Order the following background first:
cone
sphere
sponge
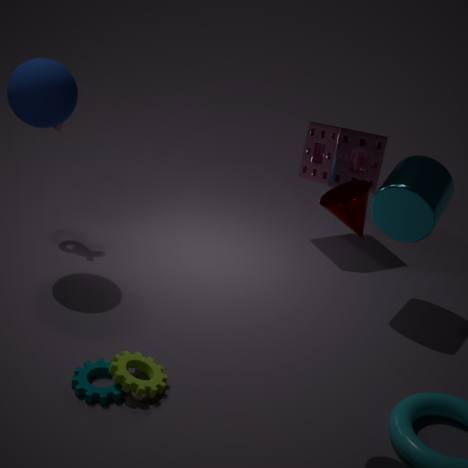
sponge
sphere
cone
